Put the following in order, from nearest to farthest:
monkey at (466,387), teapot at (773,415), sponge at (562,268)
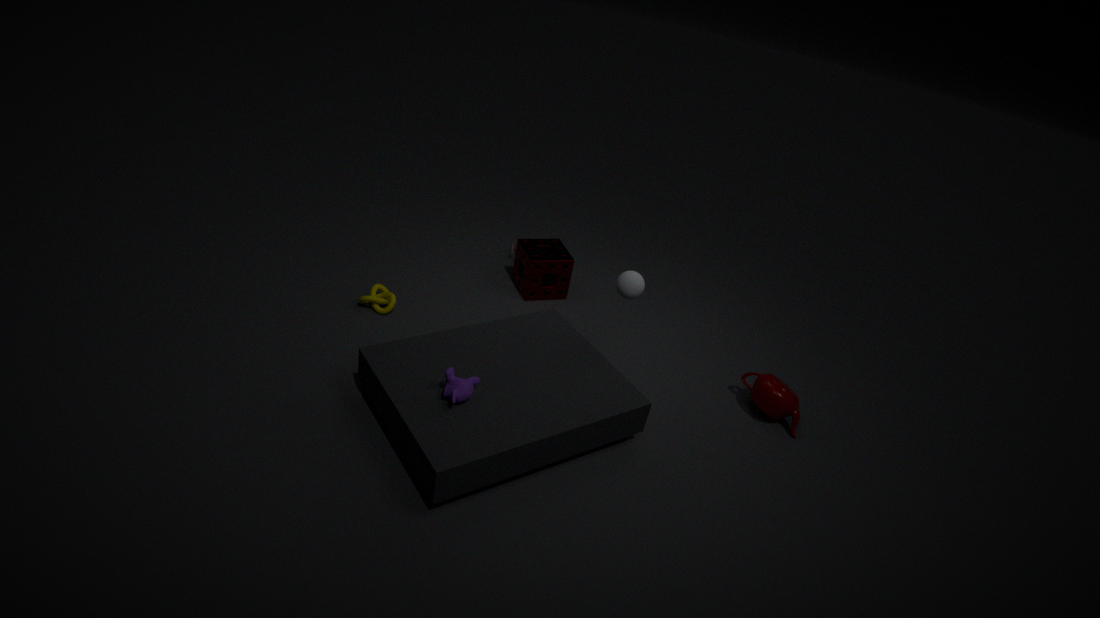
monkey at (466,387)
teapot at (773,415)
sponge at (562,268)
